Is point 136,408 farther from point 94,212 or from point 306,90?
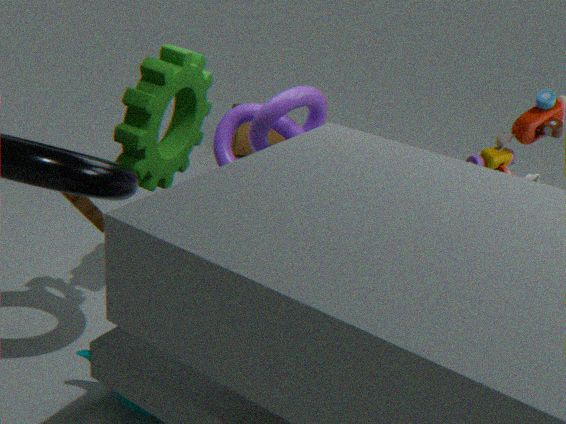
point 306,90
